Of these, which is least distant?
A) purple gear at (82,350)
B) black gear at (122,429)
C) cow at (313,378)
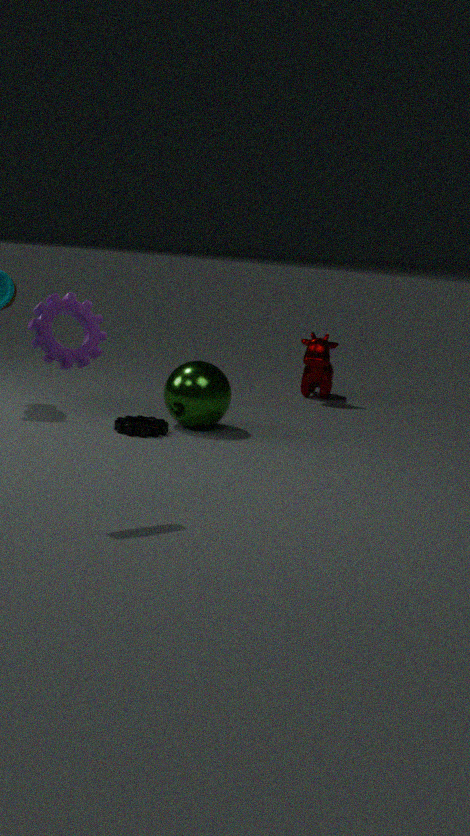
purple gear at (82,350)
